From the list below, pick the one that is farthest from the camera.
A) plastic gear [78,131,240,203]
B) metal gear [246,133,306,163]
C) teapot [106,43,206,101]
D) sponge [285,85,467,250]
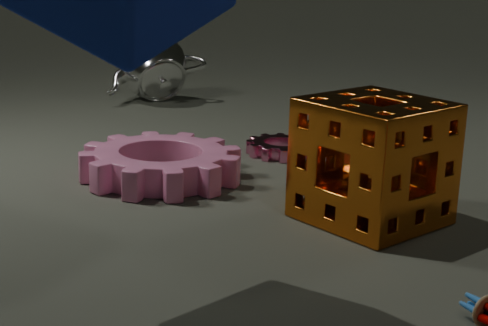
teapot [106,43,206,101]
